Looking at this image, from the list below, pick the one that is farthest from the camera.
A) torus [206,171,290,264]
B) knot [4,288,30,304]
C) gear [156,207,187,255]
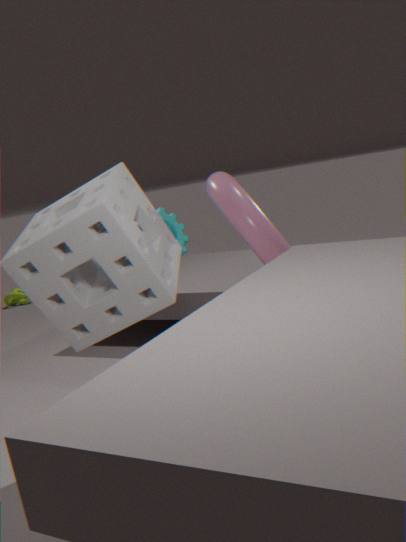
knot [4,288,30,304]
